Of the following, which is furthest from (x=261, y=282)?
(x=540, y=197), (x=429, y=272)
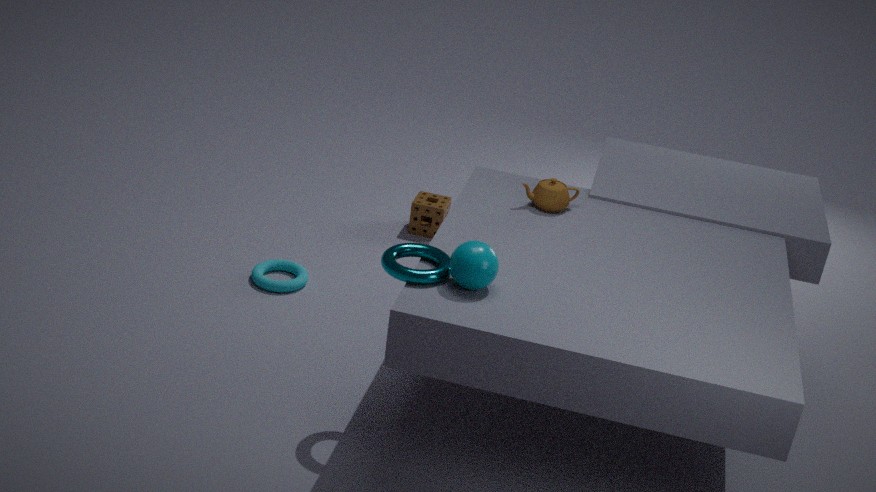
(x=540, y=197)
